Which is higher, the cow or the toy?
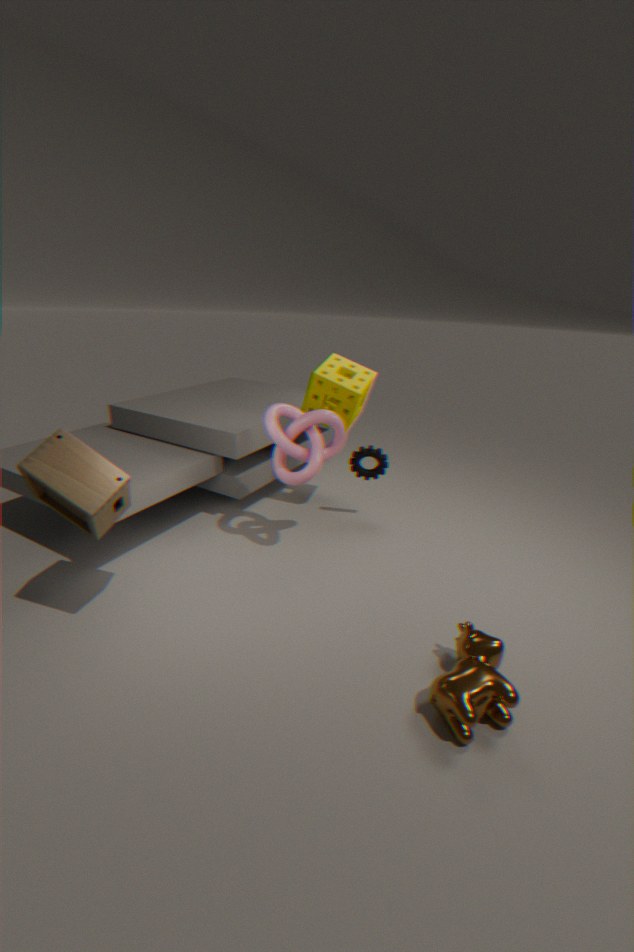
the toy
